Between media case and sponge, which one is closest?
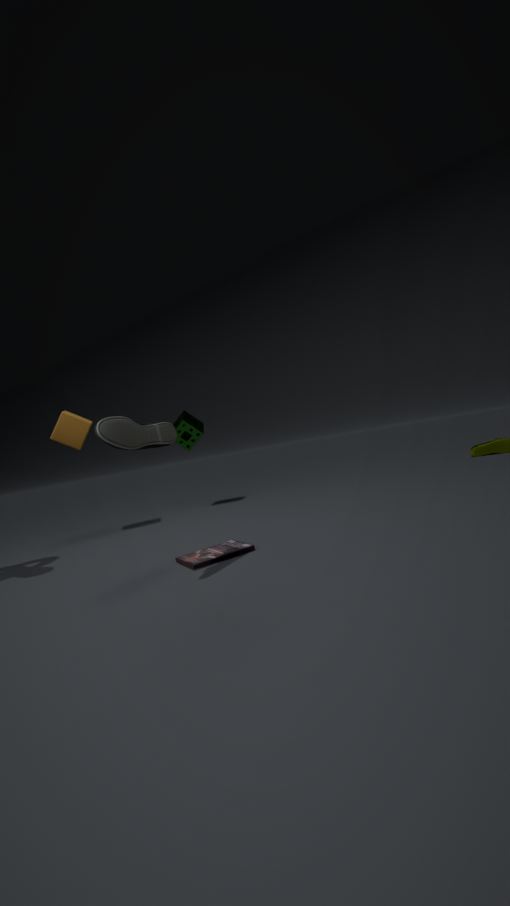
media case
